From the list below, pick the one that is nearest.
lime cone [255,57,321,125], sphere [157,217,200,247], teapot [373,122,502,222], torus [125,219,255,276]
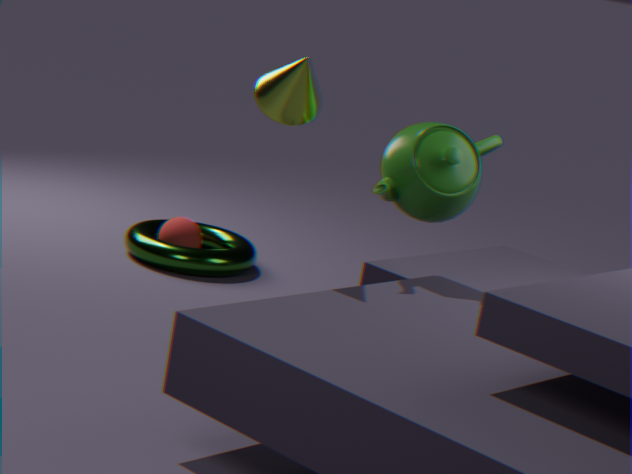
lime cone [255,57,321,125]
